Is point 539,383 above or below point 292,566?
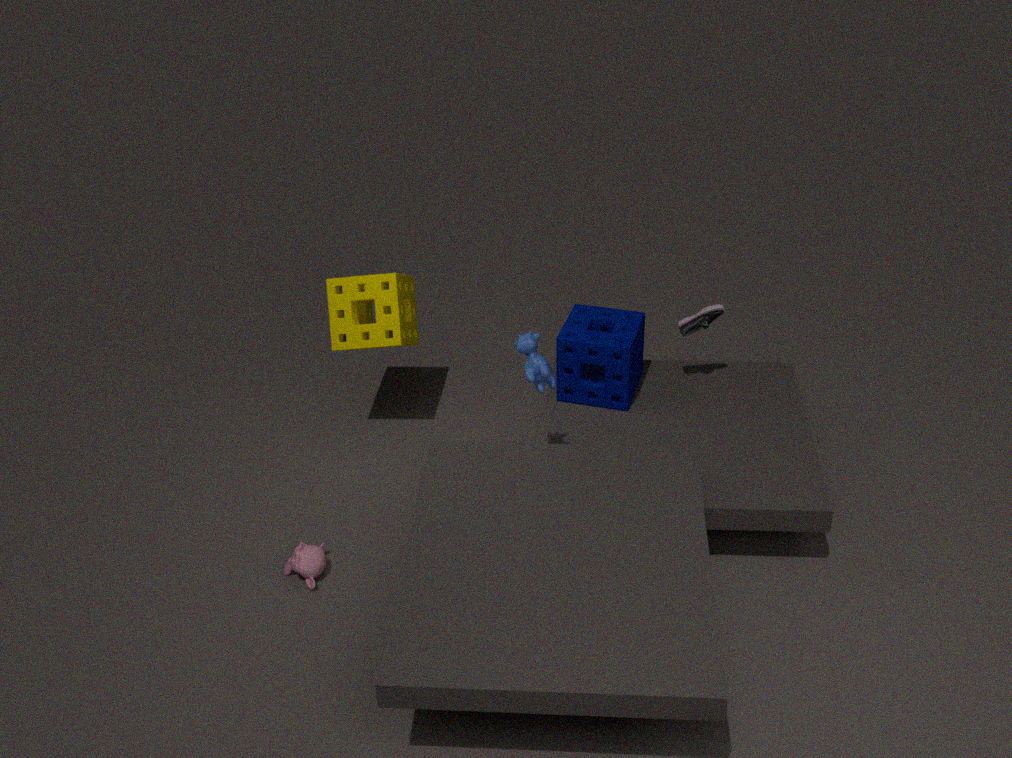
above
